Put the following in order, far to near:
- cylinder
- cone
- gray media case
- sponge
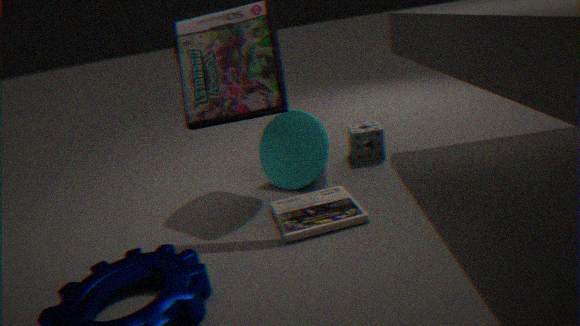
1. sponge
2. cylinder
3. cone
4. gray media case
